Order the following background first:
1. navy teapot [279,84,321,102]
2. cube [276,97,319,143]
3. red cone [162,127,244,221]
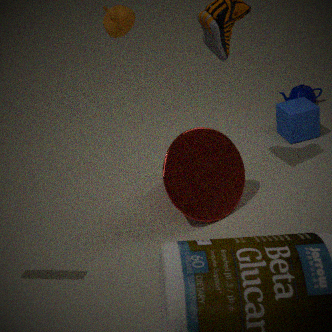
navy teapot [279,84,321,102], cube [276,97,319,143], red cone [162,127,244,221]
